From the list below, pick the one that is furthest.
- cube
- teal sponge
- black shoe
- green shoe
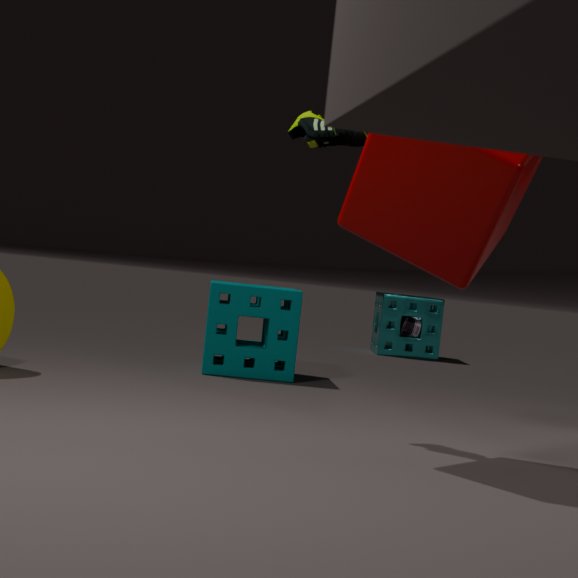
black shoe
